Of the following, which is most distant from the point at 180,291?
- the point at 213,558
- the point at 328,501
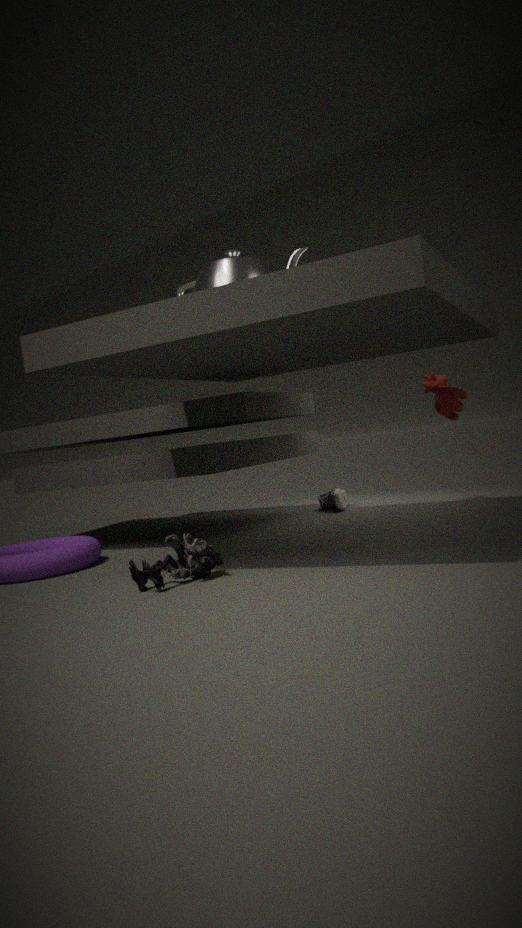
the point at 328,501
